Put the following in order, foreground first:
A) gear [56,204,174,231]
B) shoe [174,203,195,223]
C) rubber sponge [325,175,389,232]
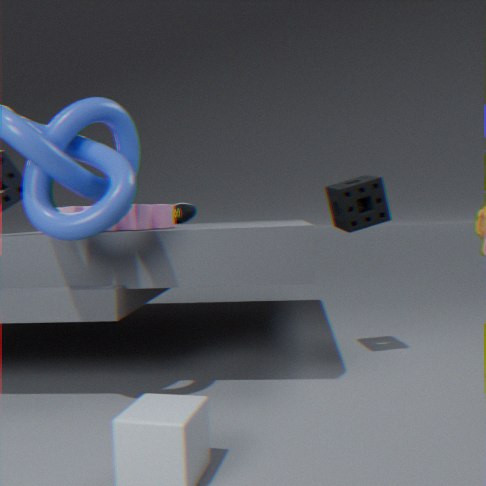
gear [56,204,174,231]
rubber sponge [325,175,389,232]
shoe [174,203,195,223]
